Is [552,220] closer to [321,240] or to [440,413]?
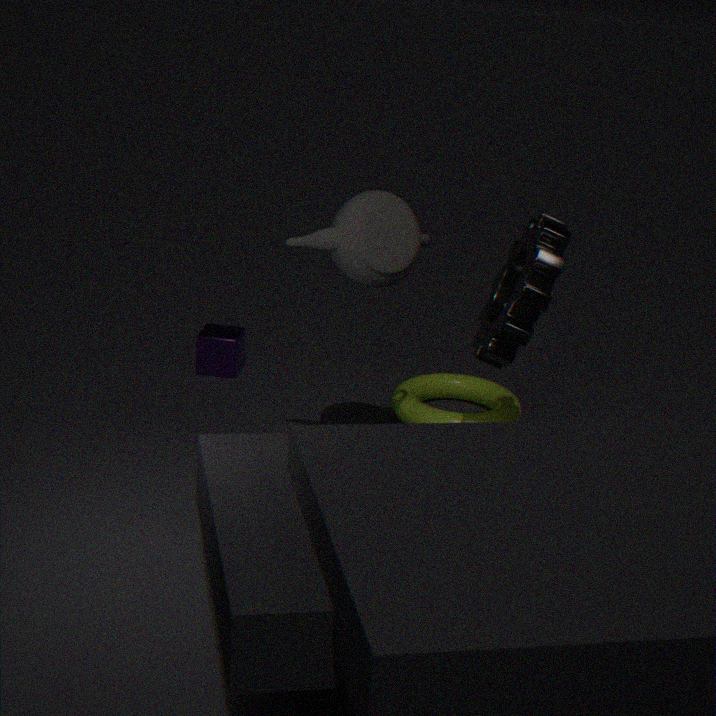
[321,240]
